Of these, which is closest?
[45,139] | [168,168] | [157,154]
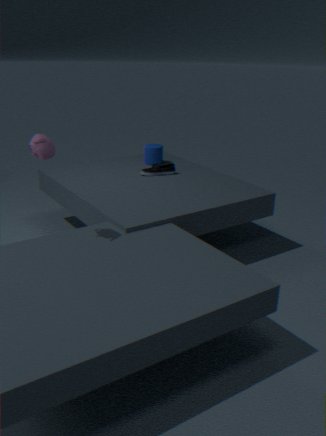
[45,139]
